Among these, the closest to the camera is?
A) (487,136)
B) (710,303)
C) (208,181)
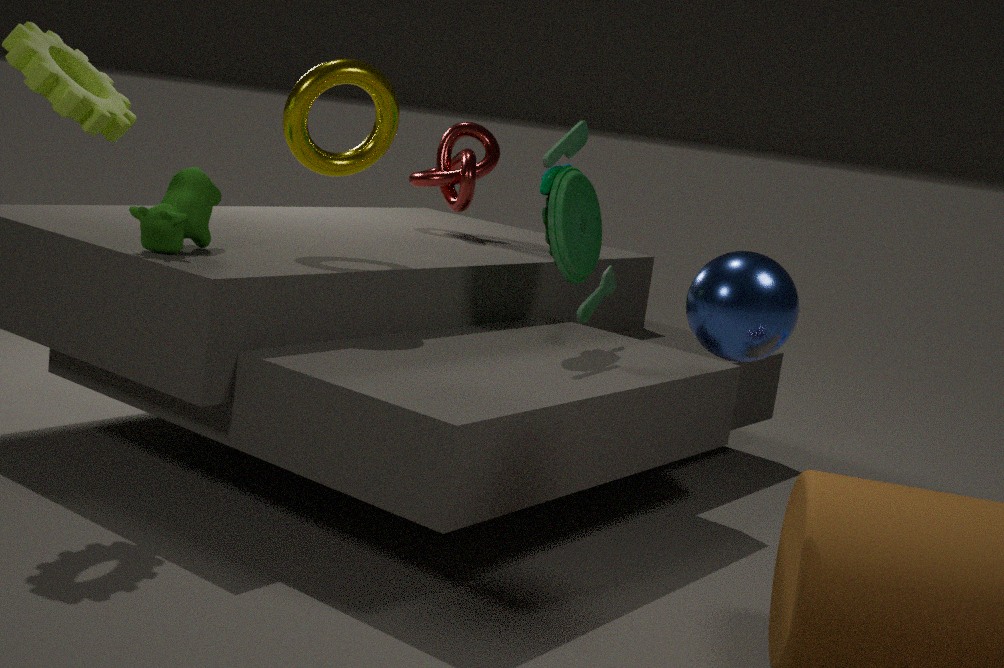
(710,303)
